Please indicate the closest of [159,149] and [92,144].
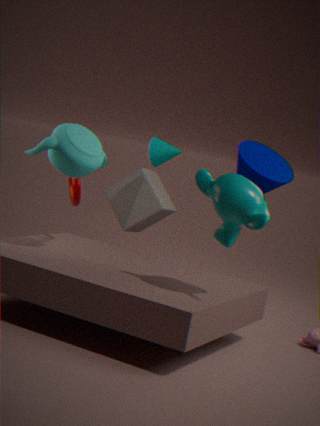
[92,144]
